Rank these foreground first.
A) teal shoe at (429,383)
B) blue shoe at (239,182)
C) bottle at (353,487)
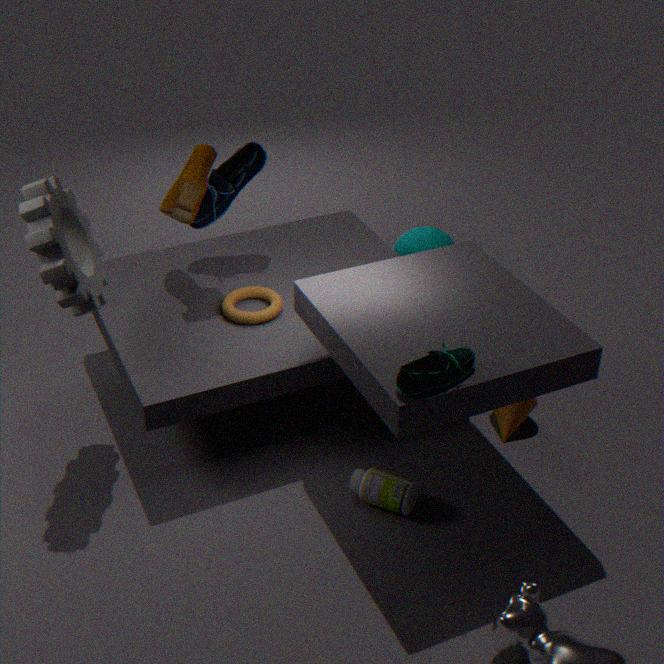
1. teal shoe at (429,383)
2. bottle at (353,487)
3. blue shoe at (239,182)
